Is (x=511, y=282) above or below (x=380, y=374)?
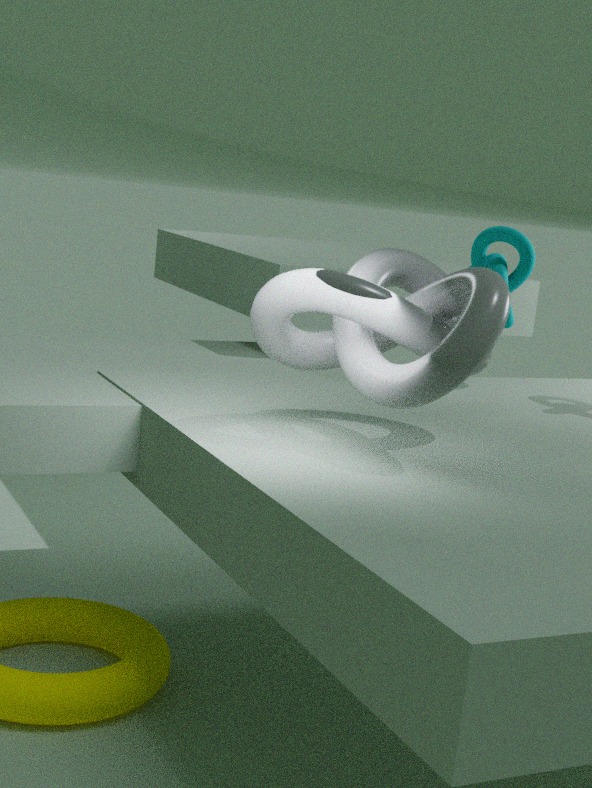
above
